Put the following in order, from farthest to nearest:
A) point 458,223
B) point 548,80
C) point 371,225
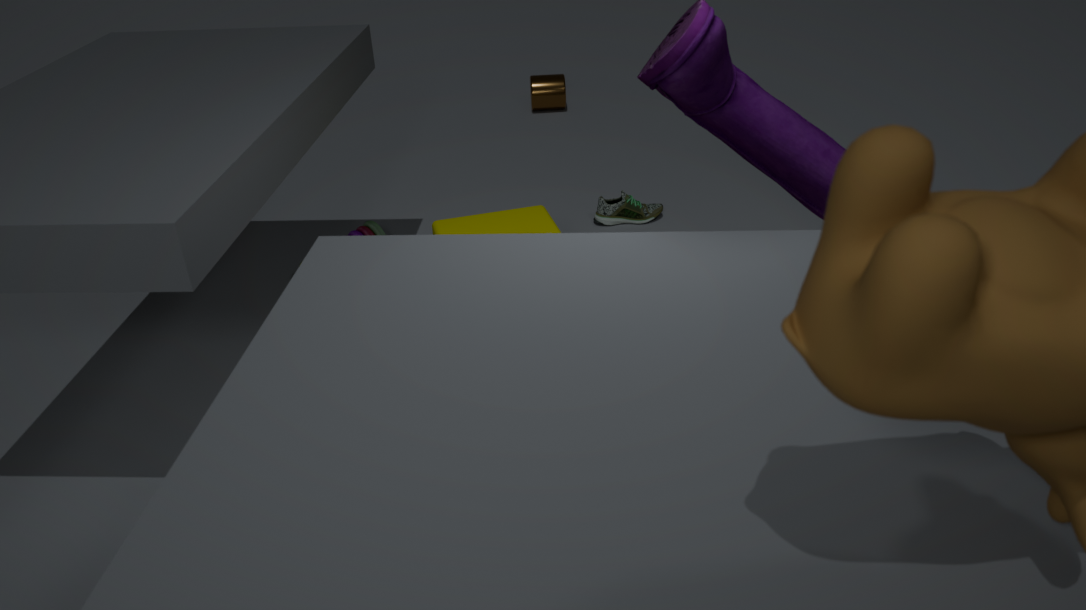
point 548,80 → point 371,225 → point 458,223
